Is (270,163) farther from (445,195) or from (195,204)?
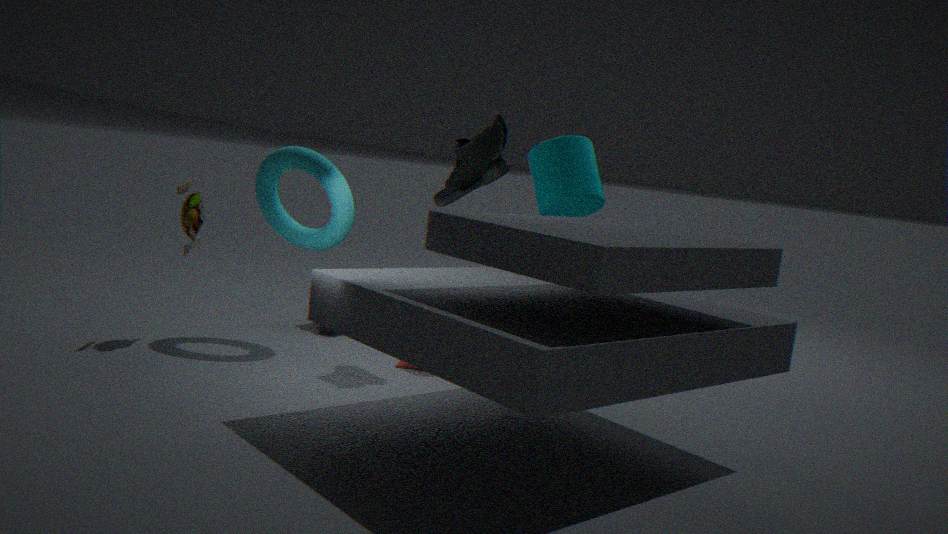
(445,195)
